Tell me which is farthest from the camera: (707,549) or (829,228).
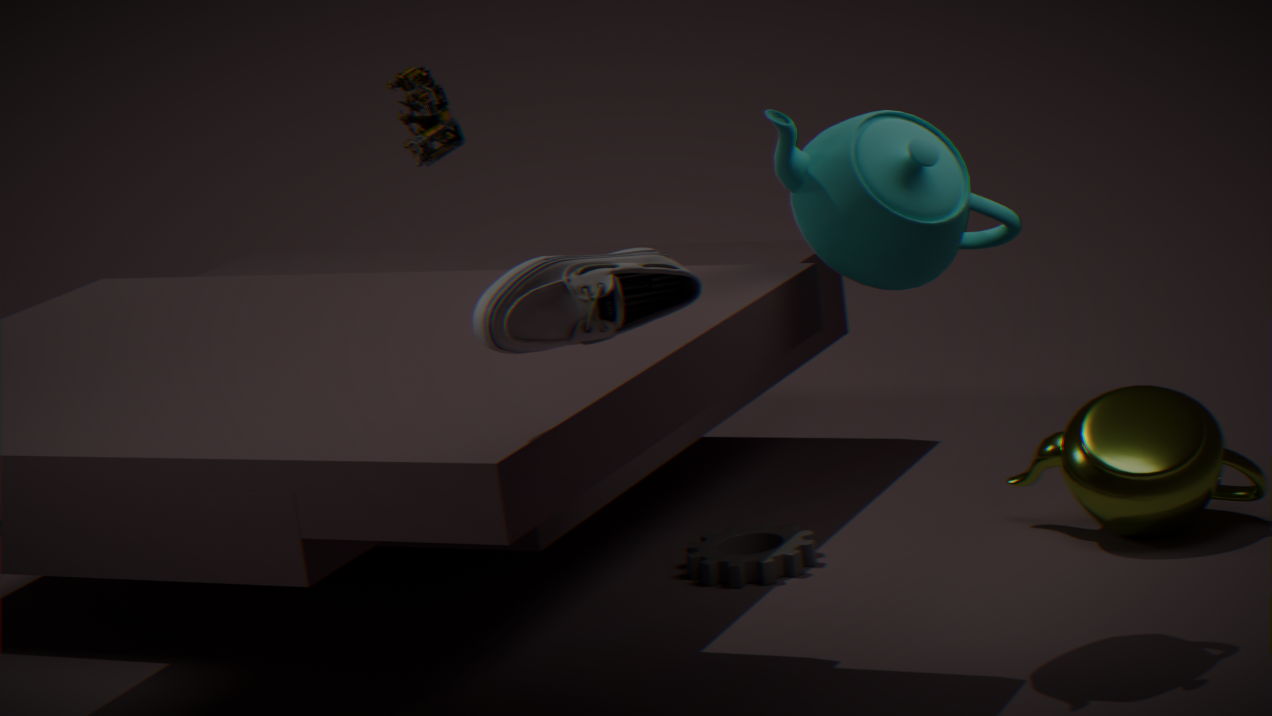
(707,549)
